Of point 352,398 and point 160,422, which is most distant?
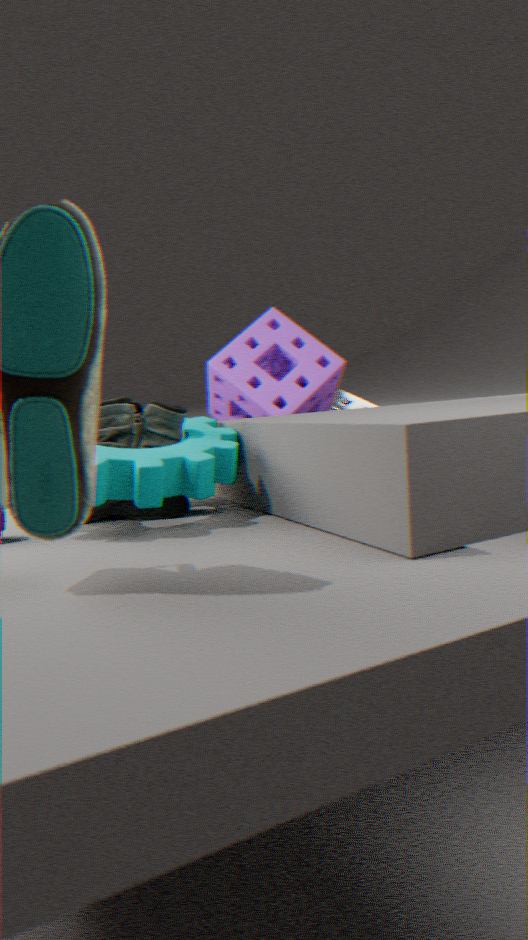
point 352,398
